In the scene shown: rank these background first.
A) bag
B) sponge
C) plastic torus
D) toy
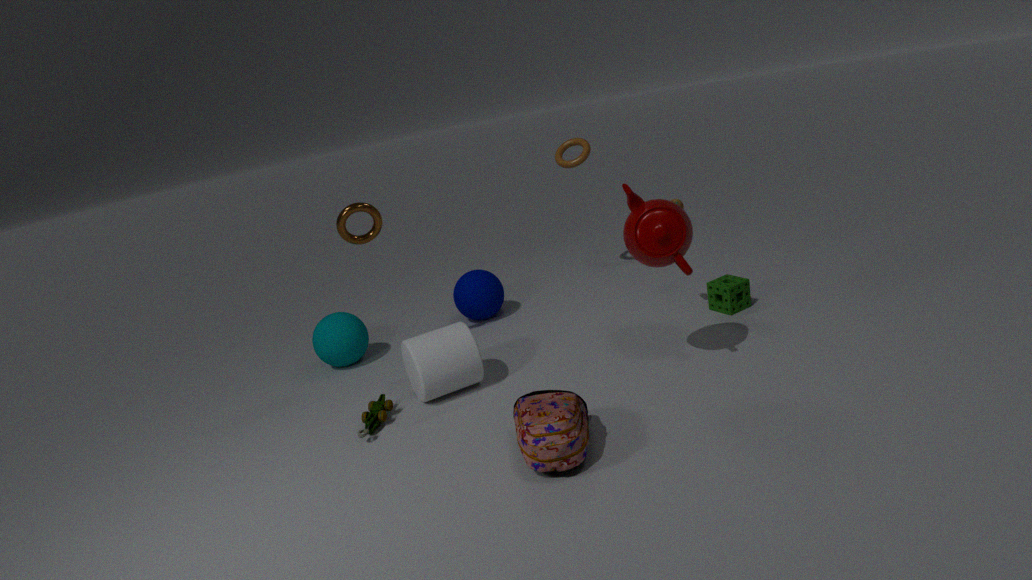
1. plastic torus
2. sponge
3. toy
4. bag
